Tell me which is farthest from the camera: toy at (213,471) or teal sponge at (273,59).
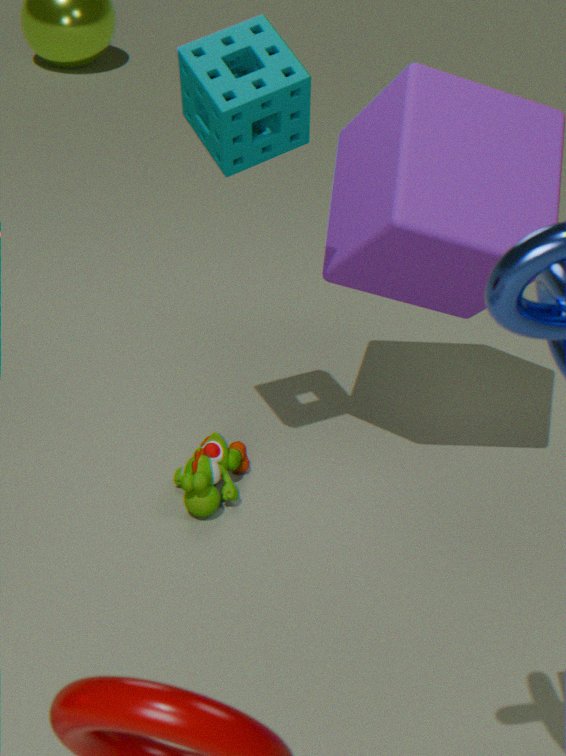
toy at (213,471)
